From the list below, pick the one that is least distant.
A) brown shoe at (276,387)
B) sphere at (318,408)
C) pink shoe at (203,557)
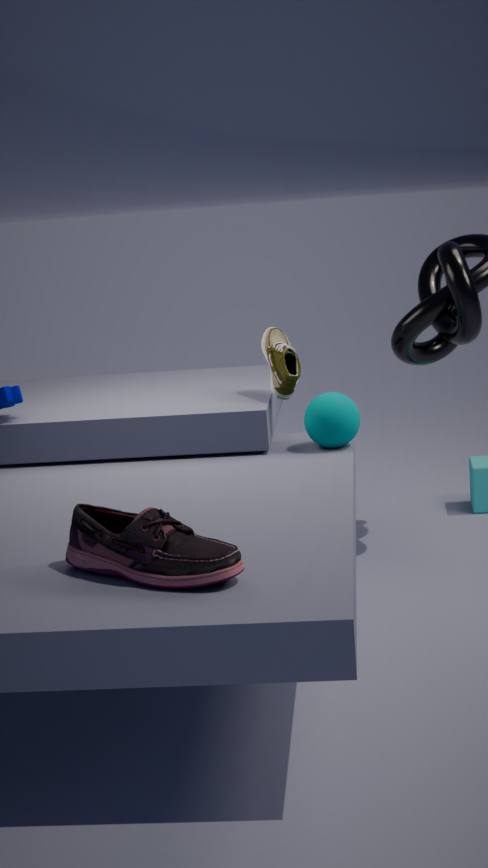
pink shoe at (203,557)
